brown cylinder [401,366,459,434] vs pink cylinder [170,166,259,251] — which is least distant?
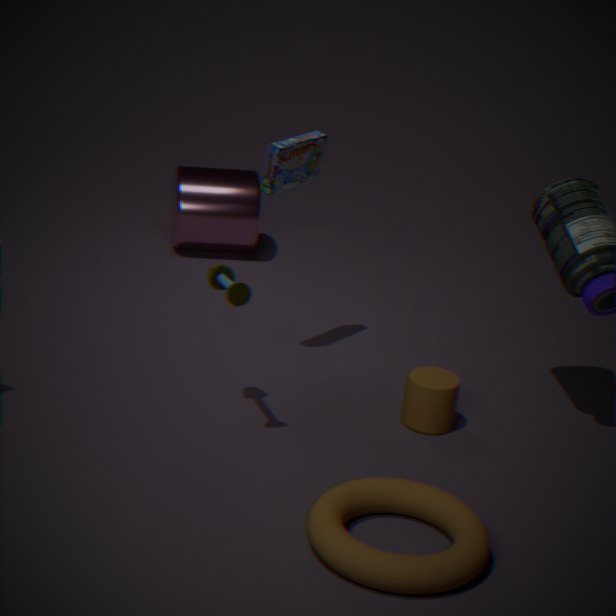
brown cylinder [401,366,459,434]
